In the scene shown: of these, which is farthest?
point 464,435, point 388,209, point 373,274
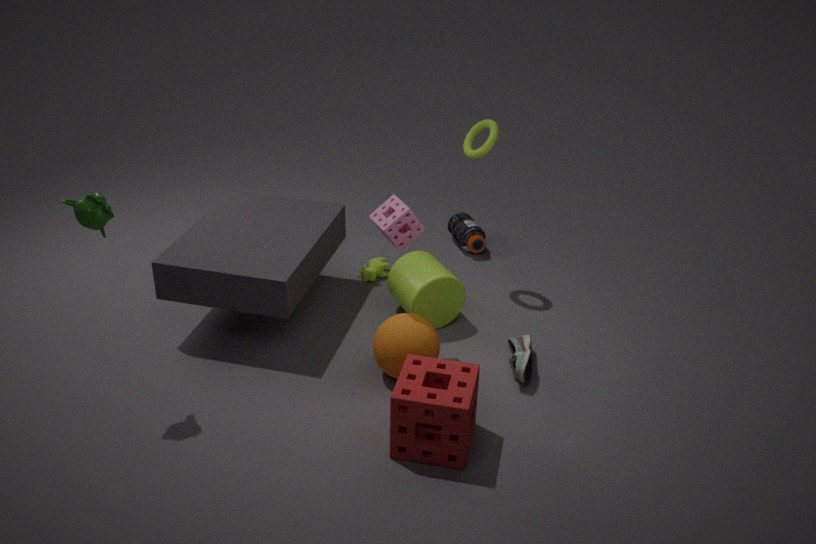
point 373,274
